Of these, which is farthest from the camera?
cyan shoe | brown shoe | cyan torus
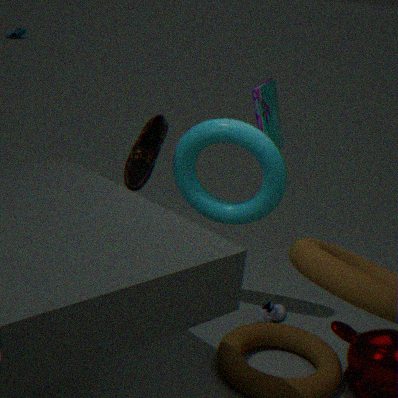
cyan shoe
